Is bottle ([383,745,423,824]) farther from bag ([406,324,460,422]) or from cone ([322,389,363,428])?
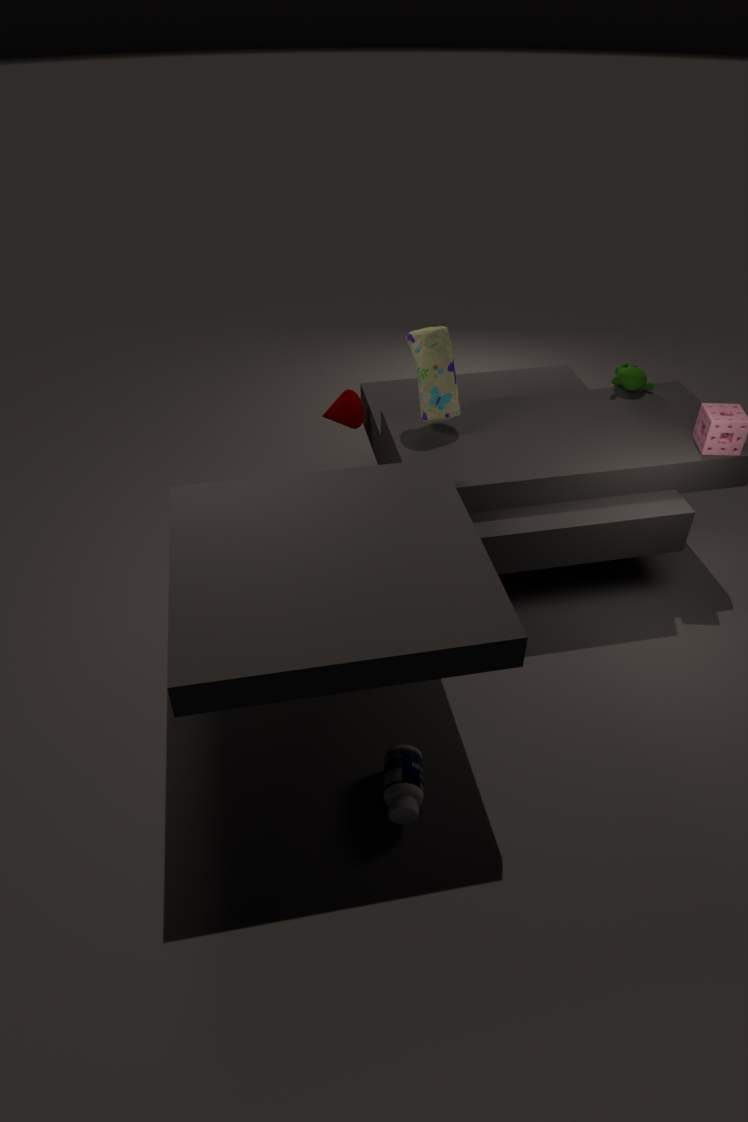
cone ([322,389,363,428])
